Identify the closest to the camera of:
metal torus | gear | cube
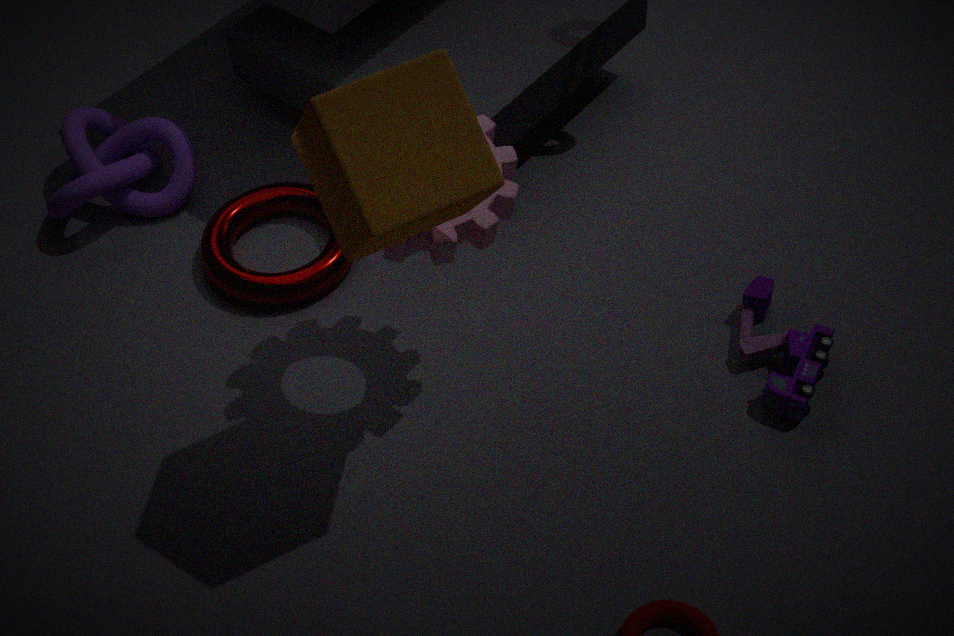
cube
